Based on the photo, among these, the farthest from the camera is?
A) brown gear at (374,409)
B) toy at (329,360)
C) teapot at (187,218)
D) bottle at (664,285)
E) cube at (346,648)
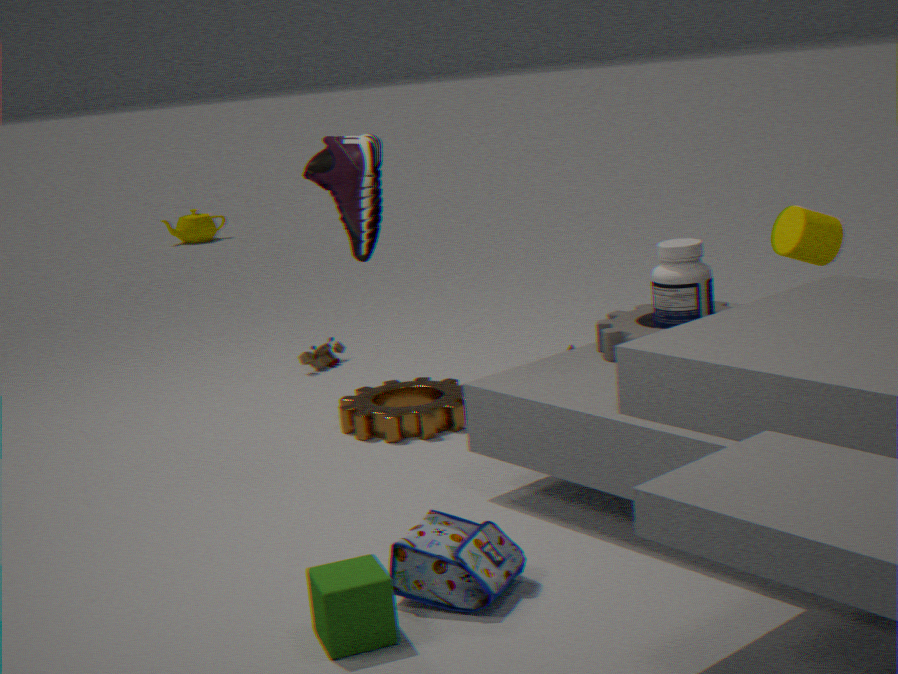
teapot at (187,218)
